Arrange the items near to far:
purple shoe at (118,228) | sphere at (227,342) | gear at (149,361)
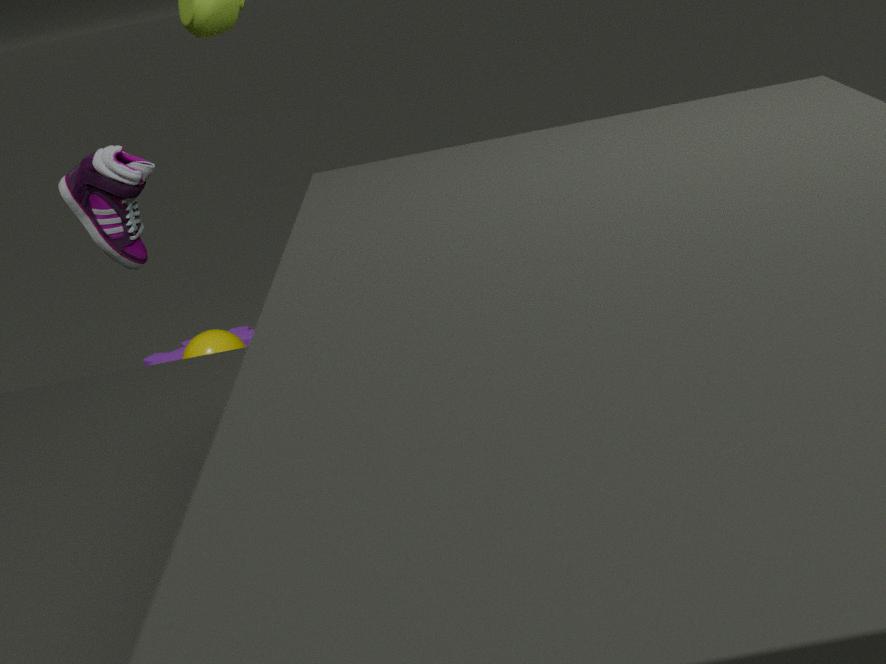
purple shoe at (118,228)
sphere at (227,342)
gear at (149,361)
